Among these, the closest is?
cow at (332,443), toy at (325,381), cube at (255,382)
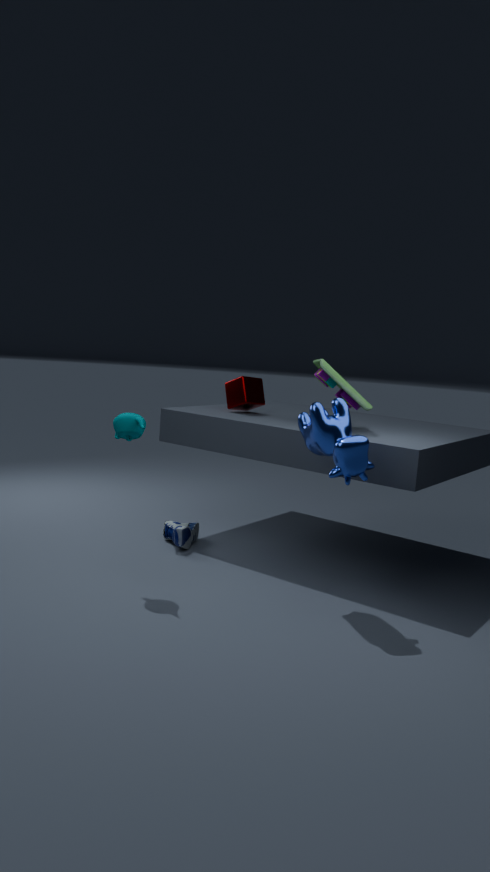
cow at (332,443)
